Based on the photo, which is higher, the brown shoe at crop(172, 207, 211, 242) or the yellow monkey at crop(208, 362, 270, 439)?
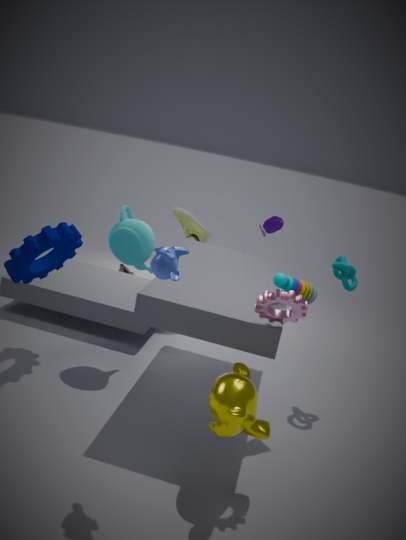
the brown shoe at crop(172, 207, 211, 242)
